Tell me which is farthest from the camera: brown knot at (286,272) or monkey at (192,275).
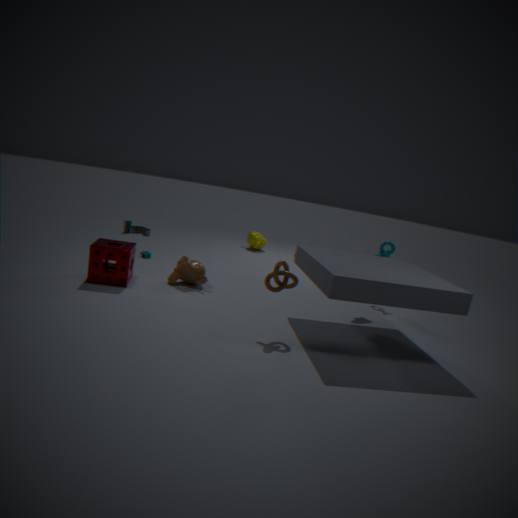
monkey at (192,275)
